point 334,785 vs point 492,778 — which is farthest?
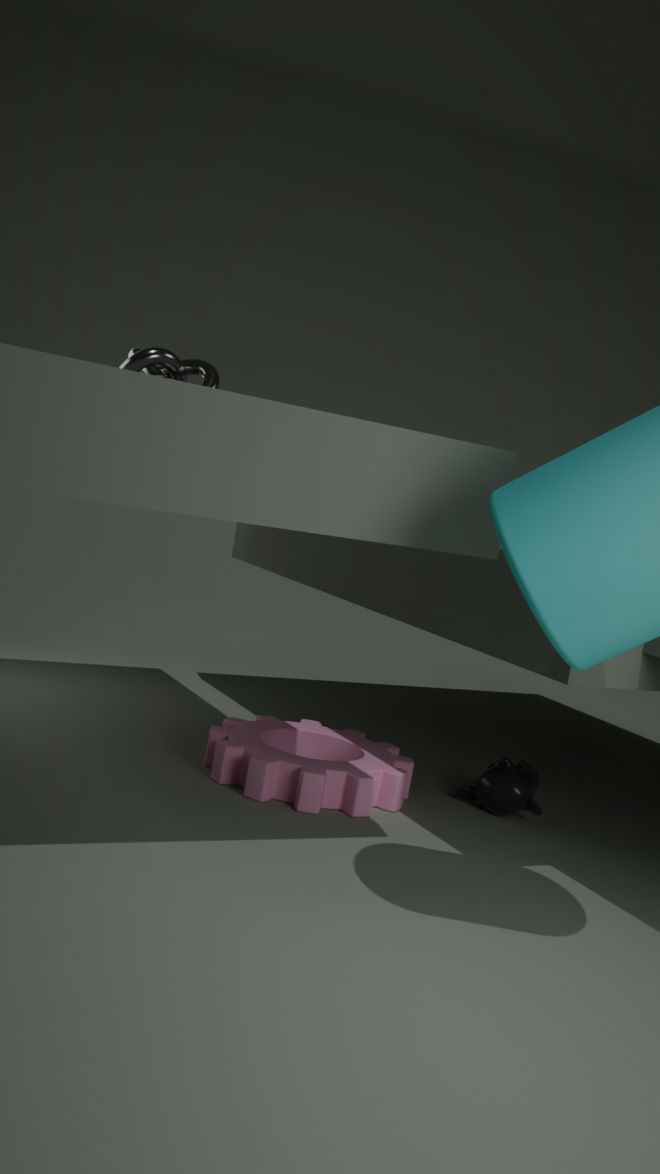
point 492,778
